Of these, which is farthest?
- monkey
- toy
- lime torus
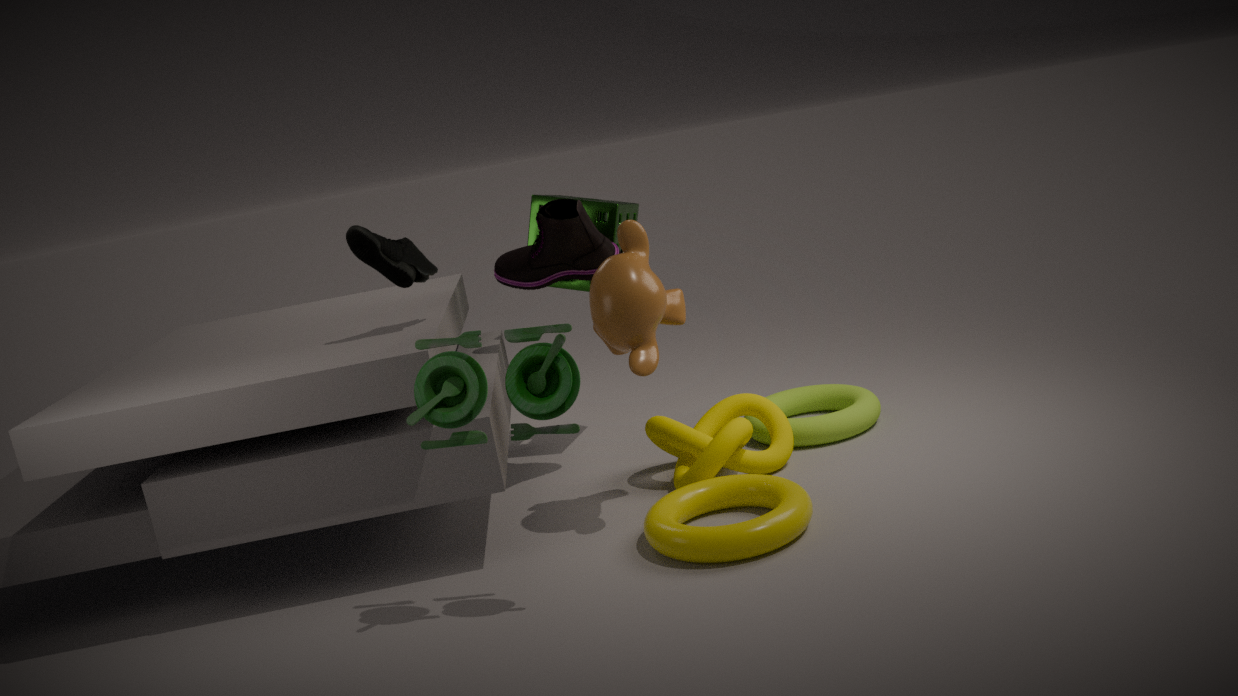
lime torus
